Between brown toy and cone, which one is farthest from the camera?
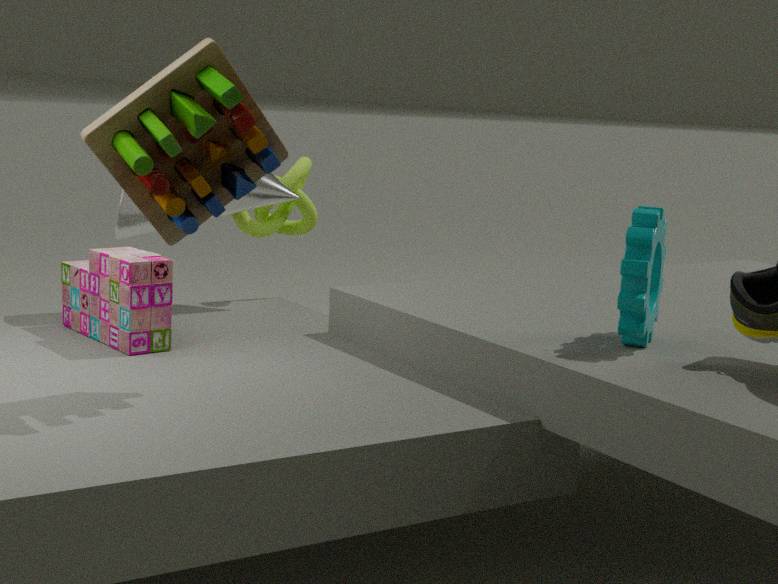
cone
